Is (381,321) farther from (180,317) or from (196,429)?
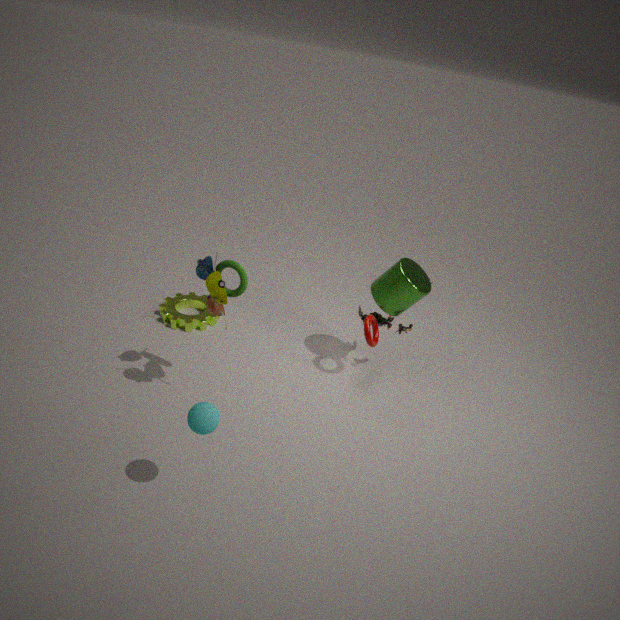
(196,429)
